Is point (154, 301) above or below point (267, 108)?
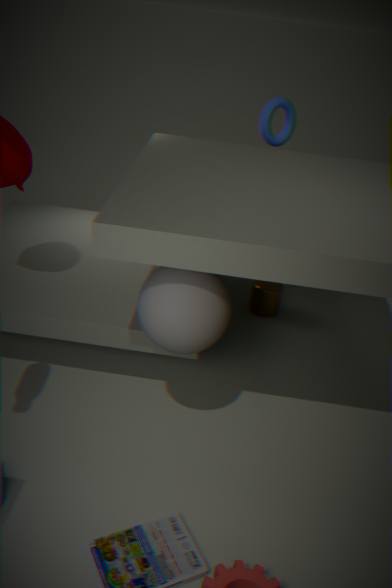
below
